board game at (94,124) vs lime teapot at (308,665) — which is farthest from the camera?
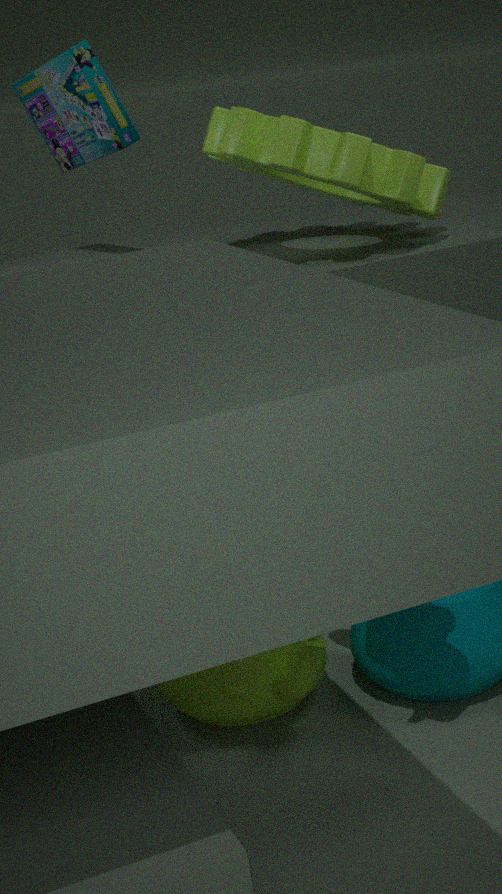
board game at (94,124)
